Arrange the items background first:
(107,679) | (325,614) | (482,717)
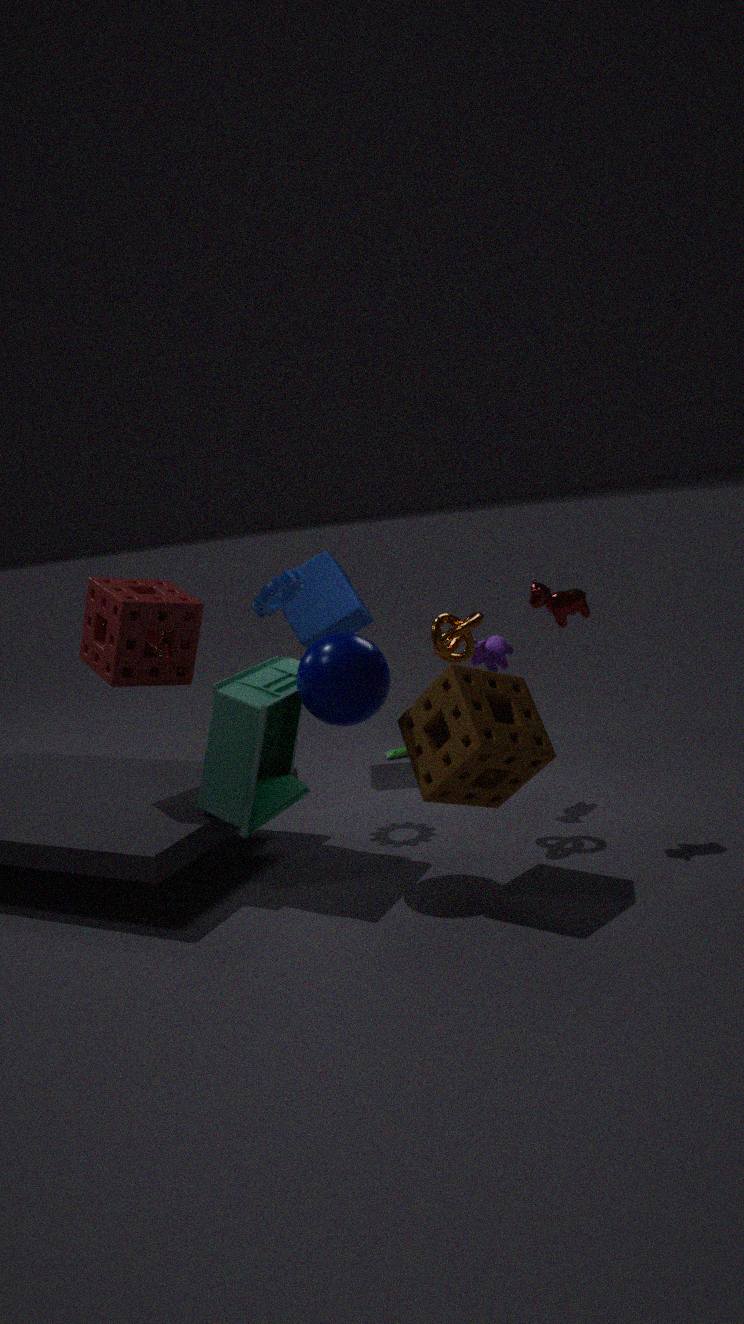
1. (325,614)
2. (107,679)
3. (482,717)
